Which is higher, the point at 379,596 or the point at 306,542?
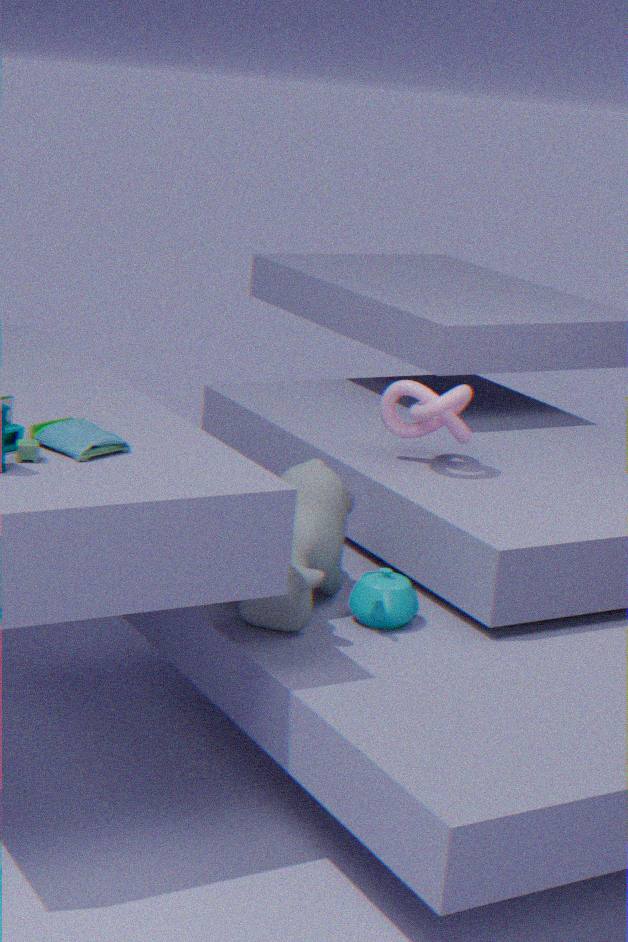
the point at 306,542
